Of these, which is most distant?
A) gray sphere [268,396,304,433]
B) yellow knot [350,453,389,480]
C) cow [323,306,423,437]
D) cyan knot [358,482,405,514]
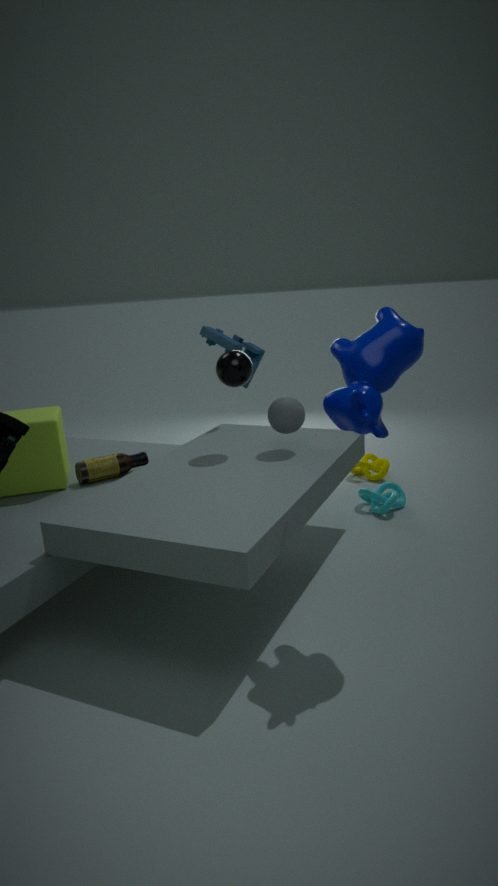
yellow knot [350,453,389,480]
